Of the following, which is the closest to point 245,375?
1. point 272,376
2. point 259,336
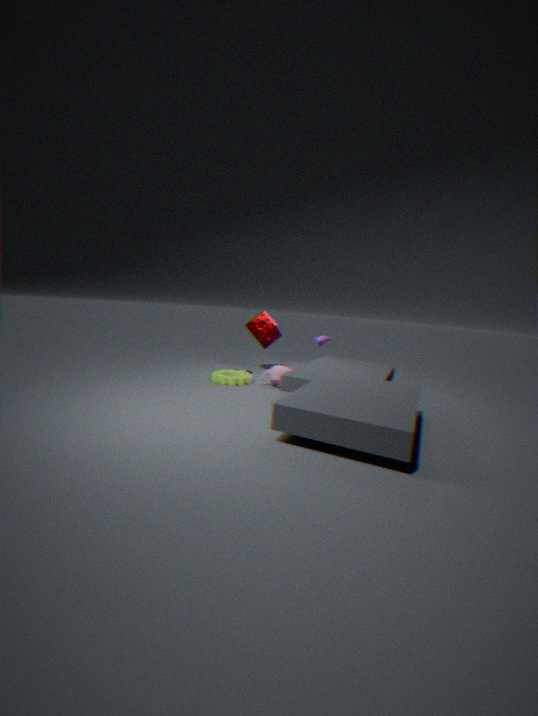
point 272,376
